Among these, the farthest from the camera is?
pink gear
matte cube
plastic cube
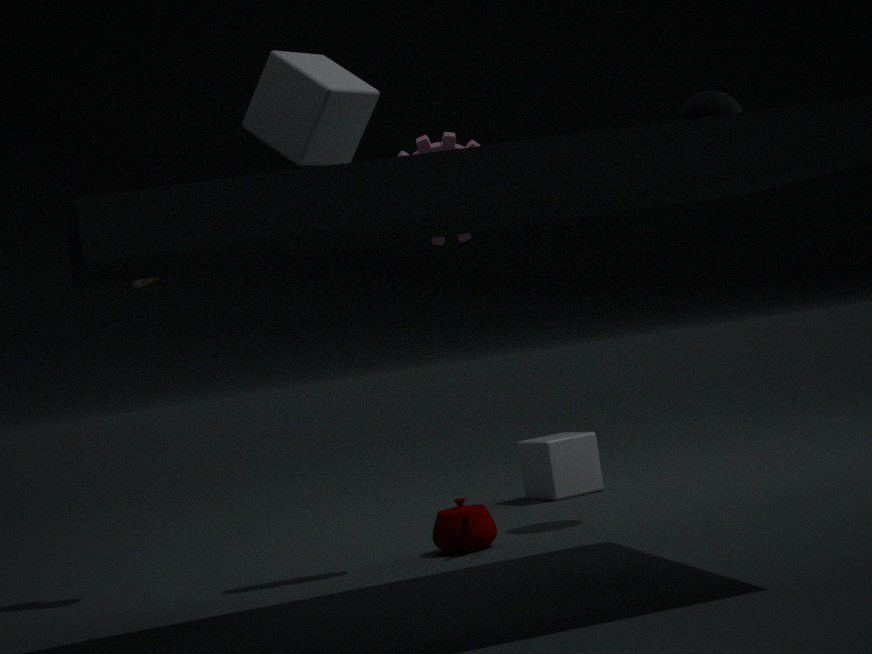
plastic cube
